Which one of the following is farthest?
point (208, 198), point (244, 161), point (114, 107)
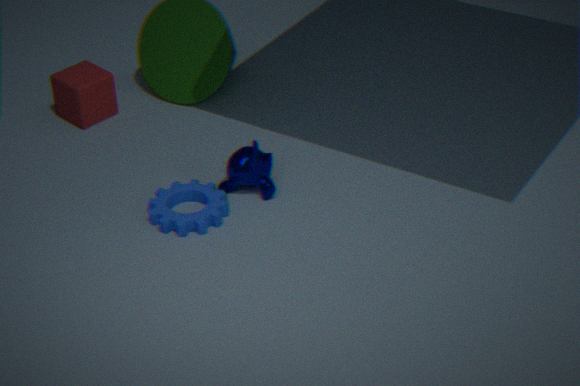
point (114, 107)
